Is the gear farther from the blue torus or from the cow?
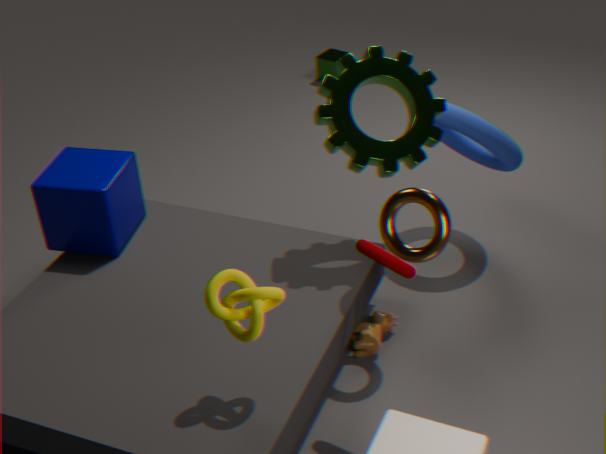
the cow
